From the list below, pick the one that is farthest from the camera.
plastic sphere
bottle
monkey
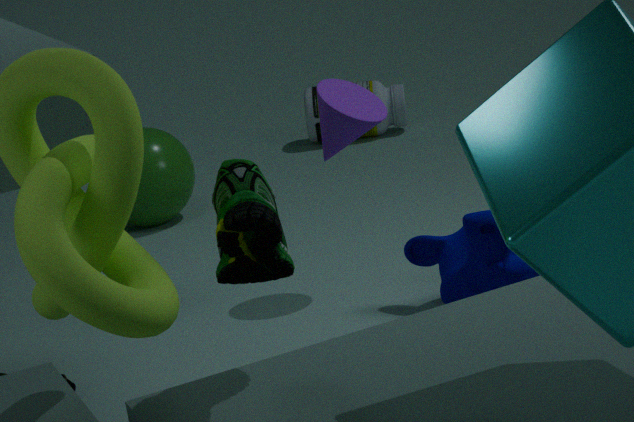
bottle
